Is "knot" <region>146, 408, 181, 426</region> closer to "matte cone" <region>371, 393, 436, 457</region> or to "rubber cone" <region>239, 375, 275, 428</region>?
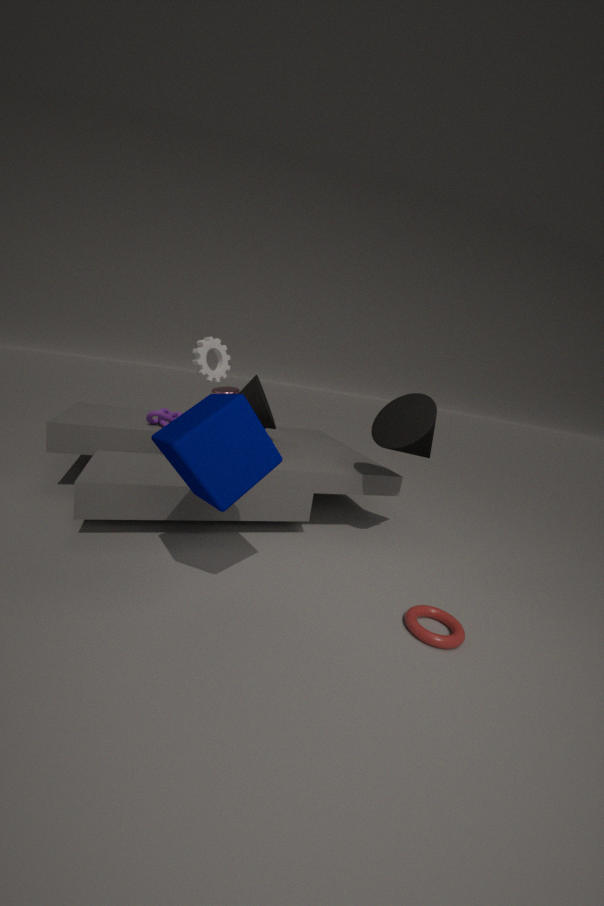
"rubber cone" <region>239, 375, 275, 428</region>
